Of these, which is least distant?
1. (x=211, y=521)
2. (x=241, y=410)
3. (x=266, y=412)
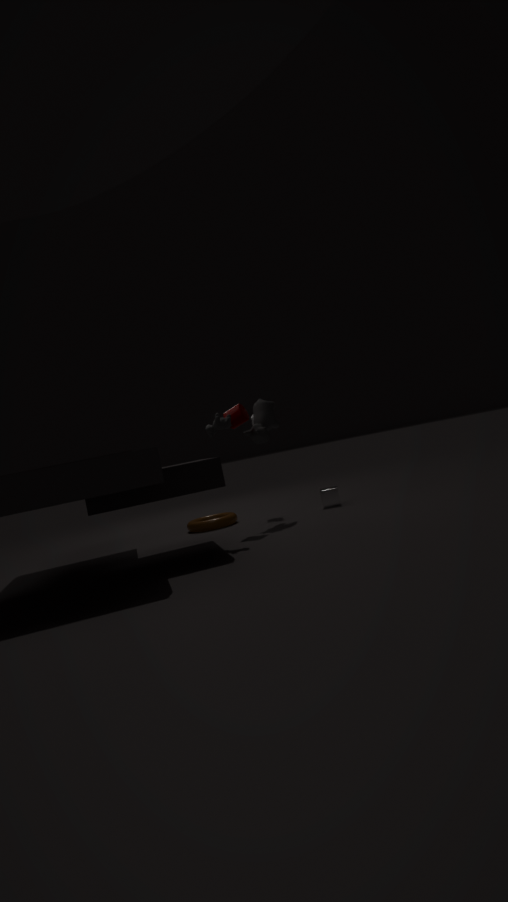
(x=241, y=410)
